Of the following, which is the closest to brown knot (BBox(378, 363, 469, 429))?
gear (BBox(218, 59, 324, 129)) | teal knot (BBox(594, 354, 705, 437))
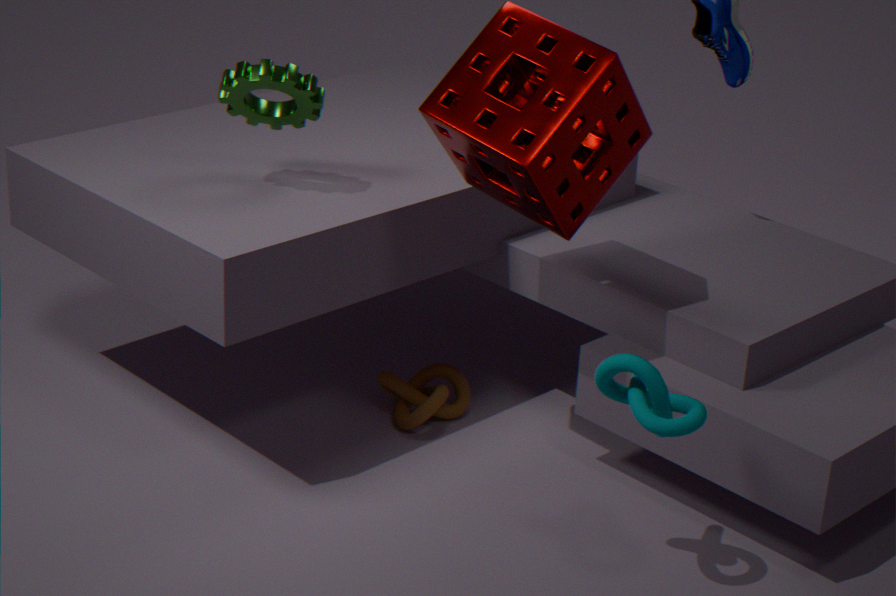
gear (BBox(218, 59, 324, 129))
